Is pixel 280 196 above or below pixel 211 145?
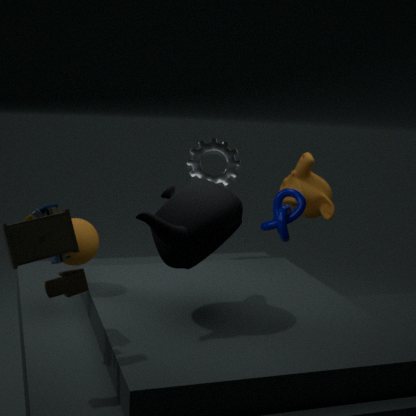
below
